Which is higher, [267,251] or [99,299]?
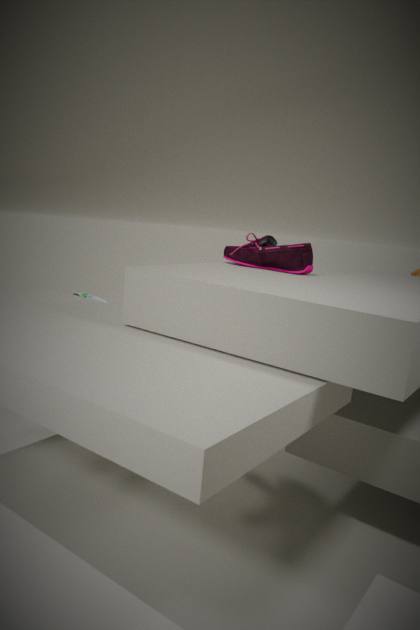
[267,251]
